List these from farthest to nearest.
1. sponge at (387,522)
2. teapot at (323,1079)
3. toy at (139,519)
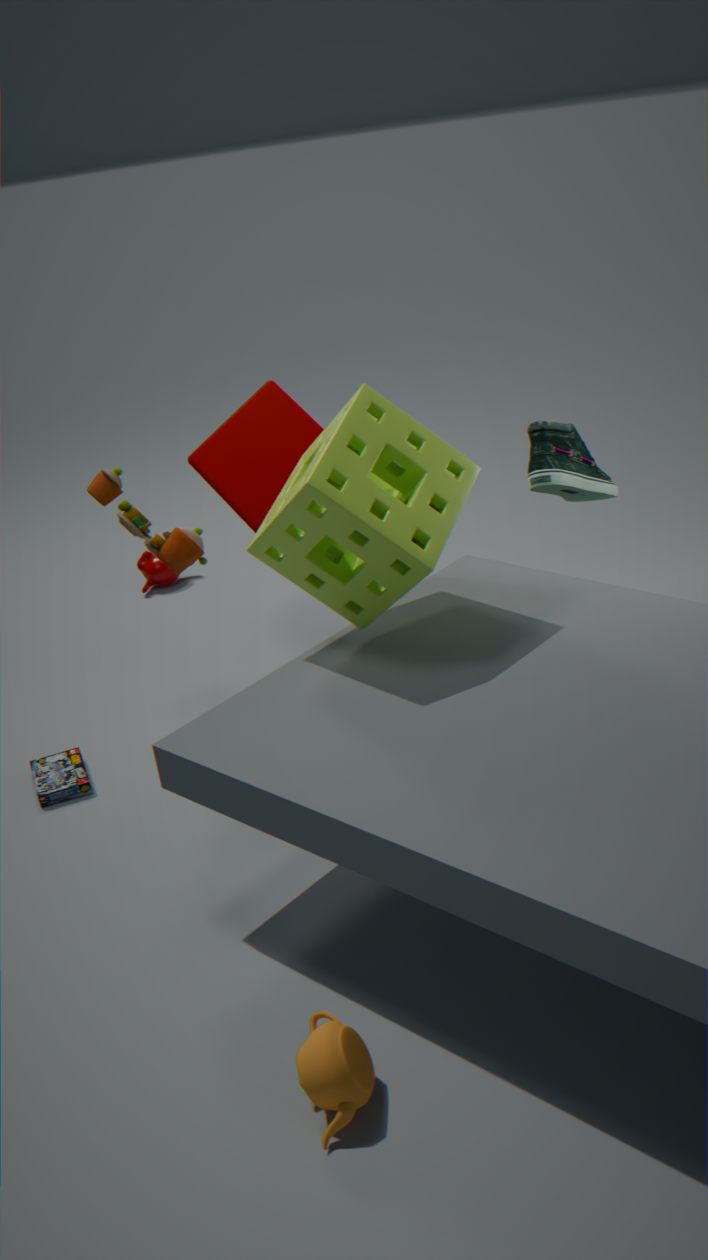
toy at (139,519) < sponge at (387,522) < teapot at (323,1079)
